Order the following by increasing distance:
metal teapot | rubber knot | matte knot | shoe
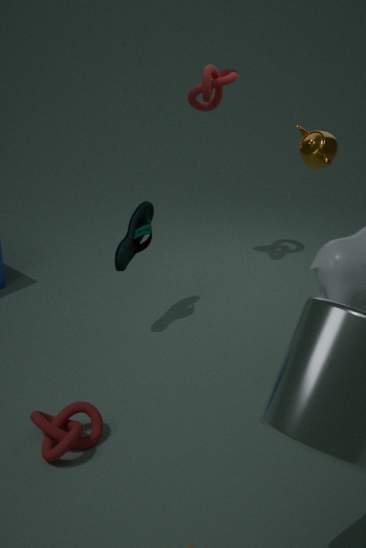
matte knot
metal teapot
shoe
rubber knot
